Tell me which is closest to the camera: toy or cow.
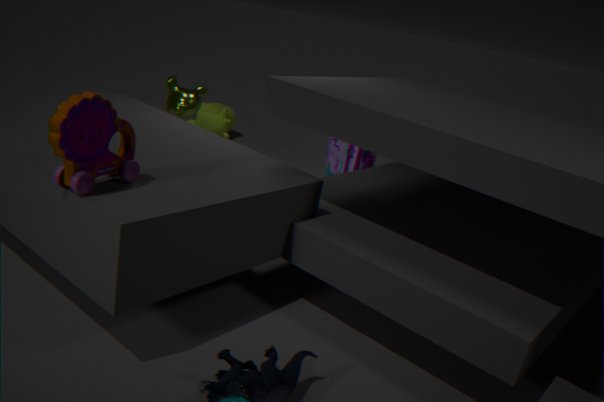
toy
